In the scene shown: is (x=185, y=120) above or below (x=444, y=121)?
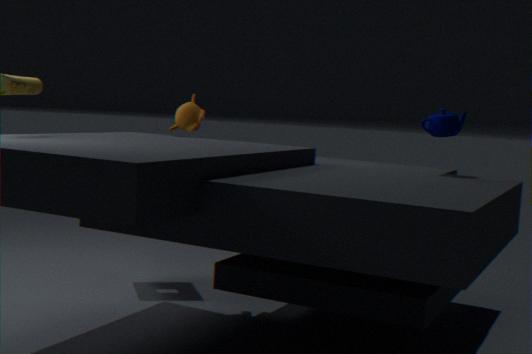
below
